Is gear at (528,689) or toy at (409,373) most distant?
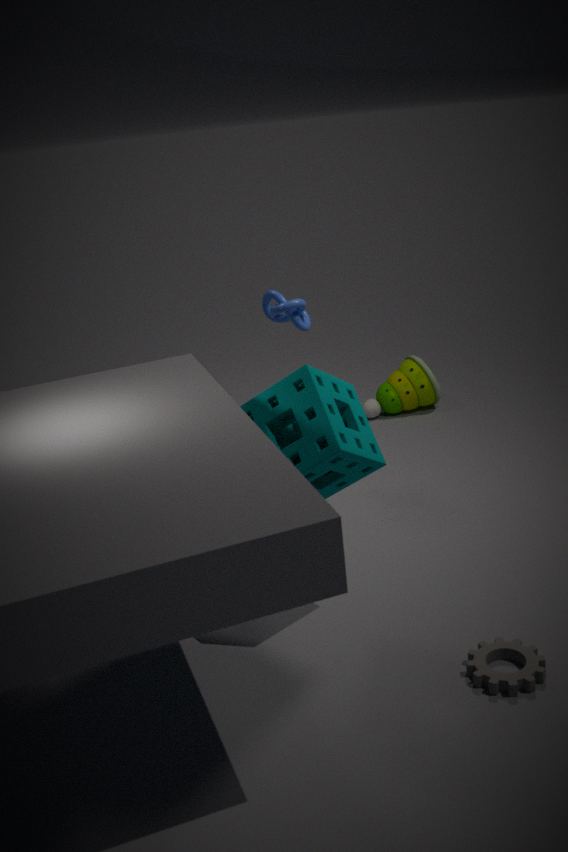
toy at (409,373)
